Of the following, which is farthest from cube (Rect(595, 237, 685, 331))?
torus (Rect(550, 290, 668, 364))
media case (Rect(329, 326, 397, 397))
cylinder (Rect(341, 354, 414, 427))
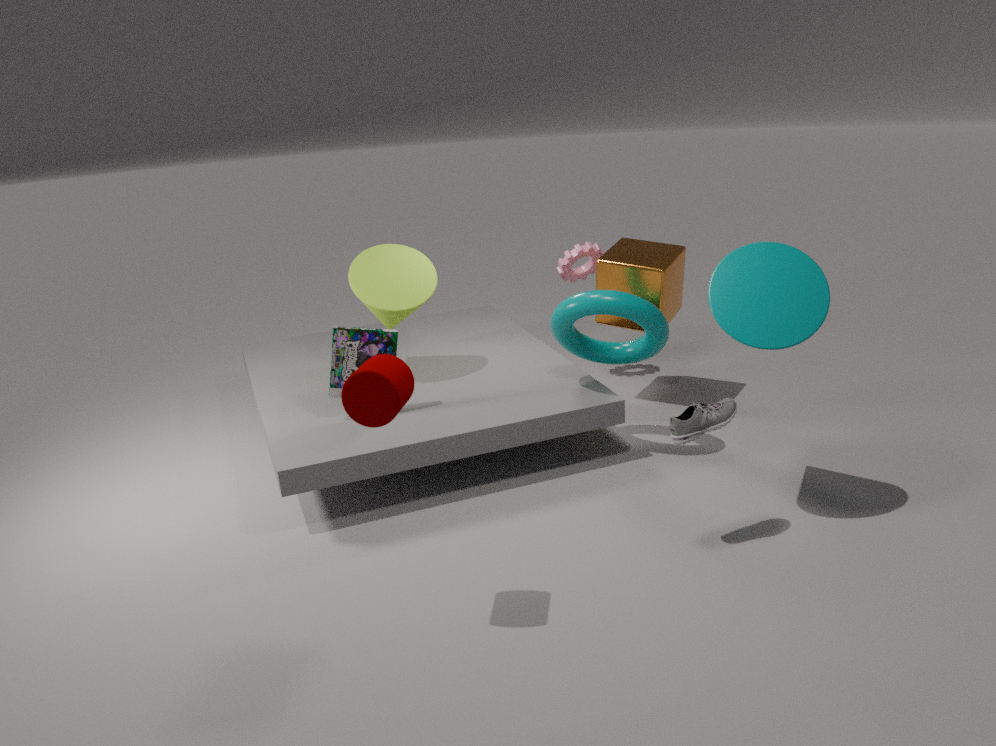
cylinder (Rect(341, 354, 414, 427))
